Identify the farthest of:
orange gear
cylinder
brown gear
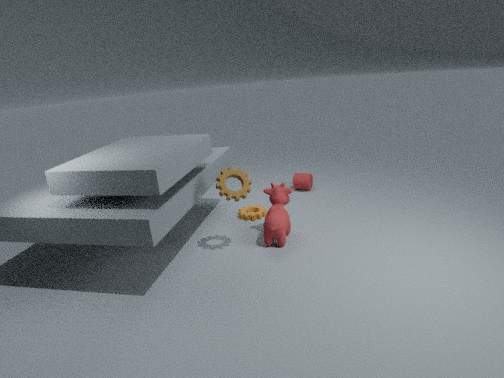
cylinder
